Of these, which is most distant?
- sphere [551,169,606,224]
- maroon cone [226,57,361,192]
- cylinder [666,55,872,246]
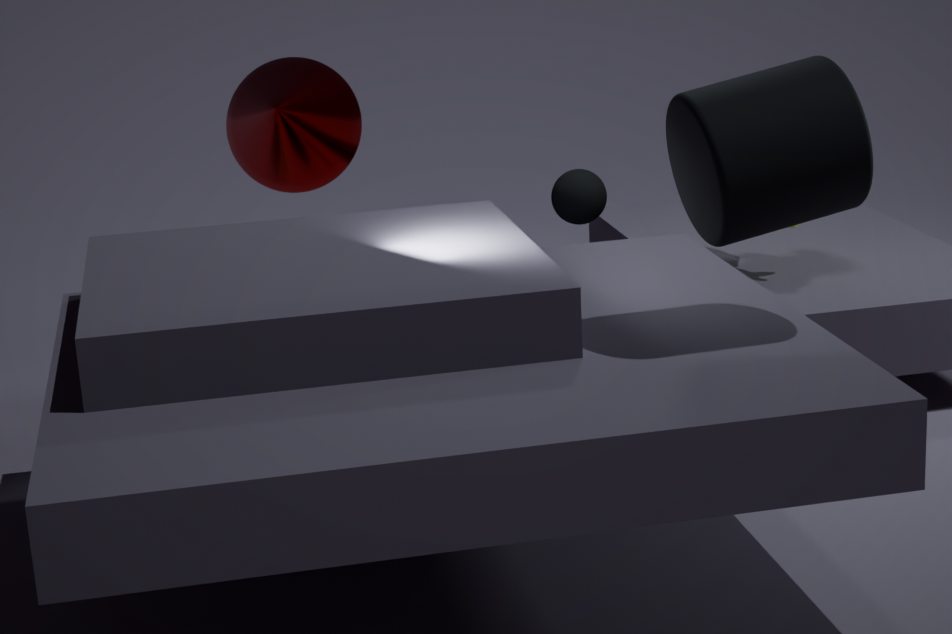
sphere [551,169,606,224]
